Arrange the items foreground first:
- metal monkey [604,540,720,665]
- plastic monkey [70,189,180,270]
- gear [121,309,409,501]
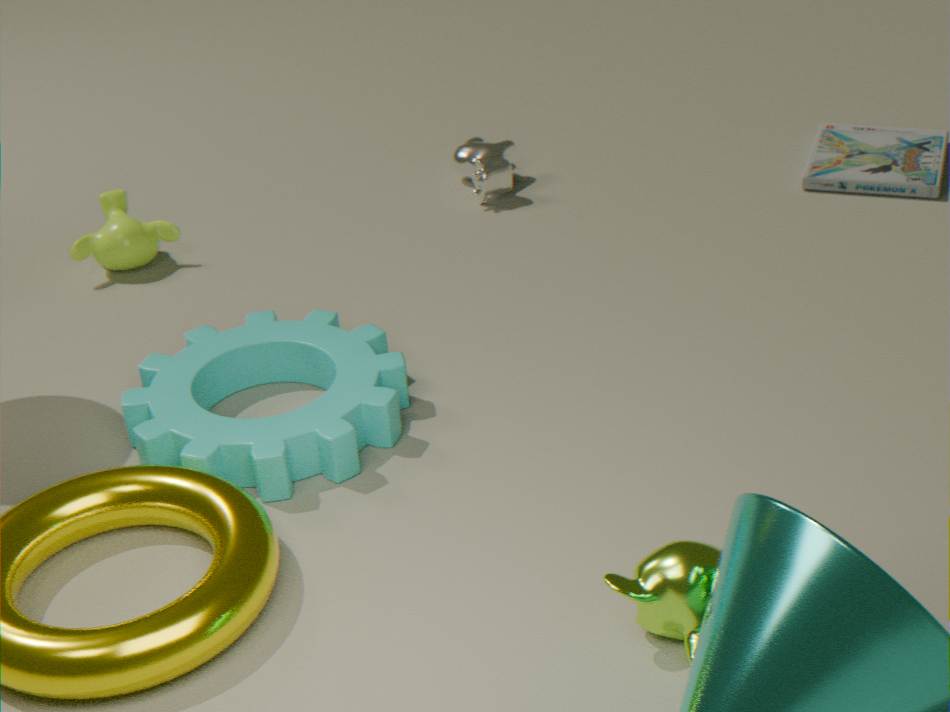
metal monkey [604,540,720,665], gear [121,309,409,501], plastic monkey [70,189,180,270]
